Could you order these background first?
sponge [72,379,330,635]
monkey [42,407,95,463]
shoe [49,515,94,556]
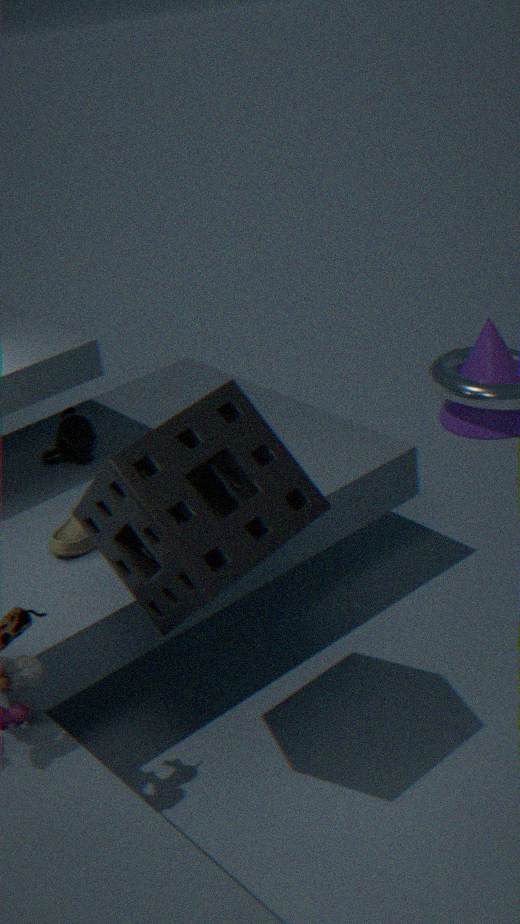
1. monkey [42,407,95,463]
2. shoe [49,515,94,556]
3. sponge [72,379,330,635]
